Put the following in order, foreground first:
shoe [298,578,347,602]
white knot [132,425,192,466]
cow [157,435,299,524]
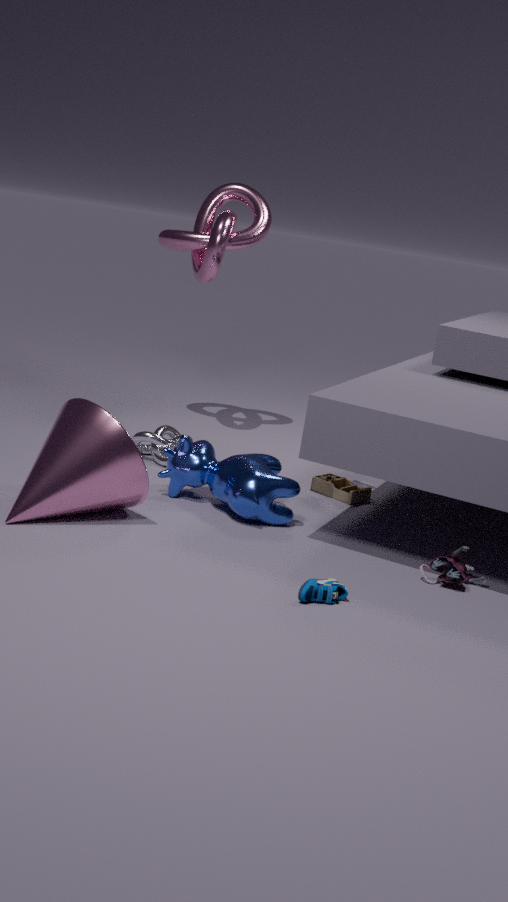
shoe [298,578,347,602], cow [157,435,299,524], white knot [132,425,192,466]
